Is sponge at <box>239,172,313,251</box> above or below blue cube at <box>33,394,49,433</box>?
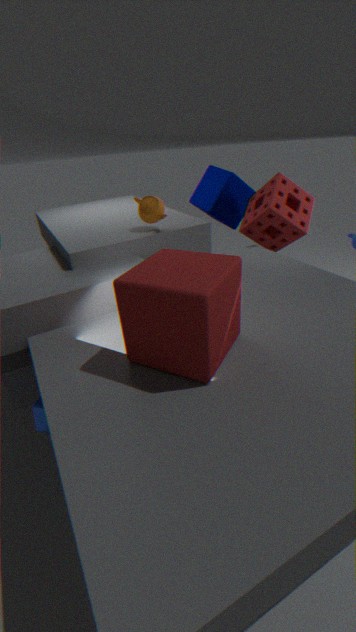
above
